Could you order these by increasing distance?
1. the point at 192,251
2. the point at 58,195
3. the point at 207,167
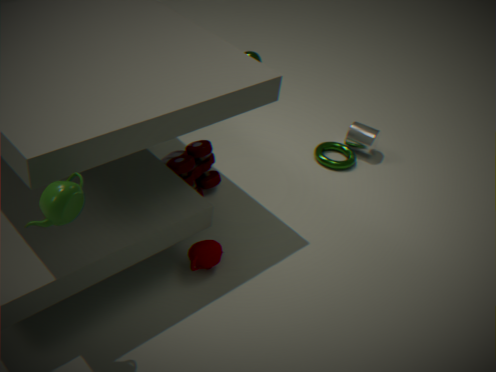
the point at 58,195, the point at 192,251, the point at 207,167
